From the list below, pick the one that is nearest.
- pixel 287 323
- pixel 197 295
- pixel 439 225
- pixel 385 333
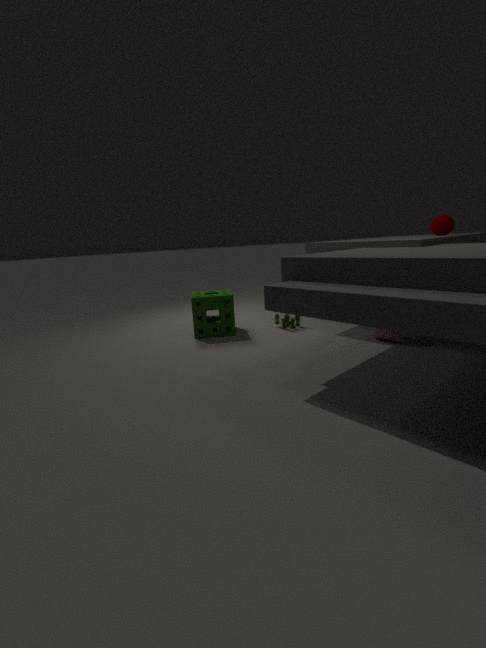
pixel 385 333
